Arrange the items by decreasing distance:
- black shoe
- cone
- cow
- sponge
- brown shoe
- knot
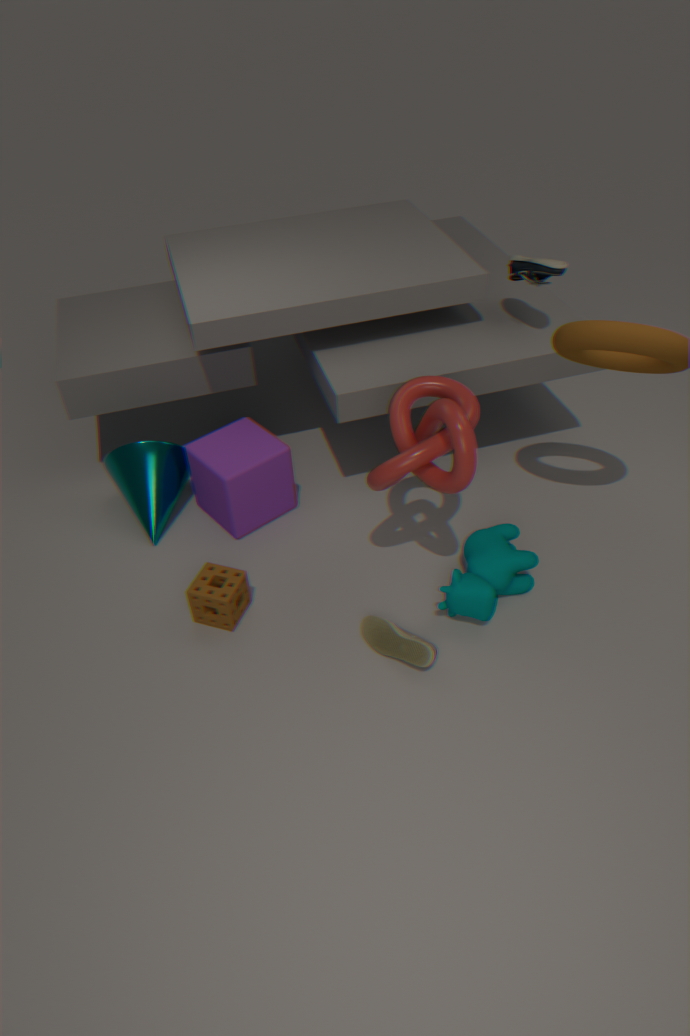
cone → black shoe → sponge → cow → brown shoe → knot
